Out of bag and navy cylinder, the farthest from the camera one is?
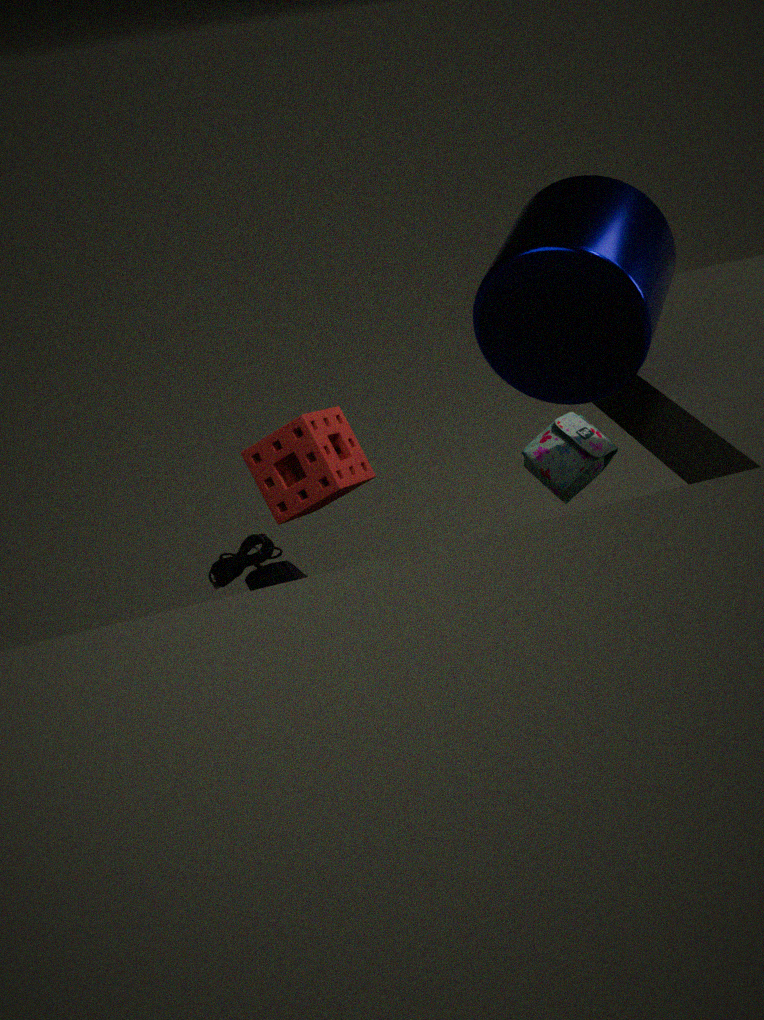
bag
